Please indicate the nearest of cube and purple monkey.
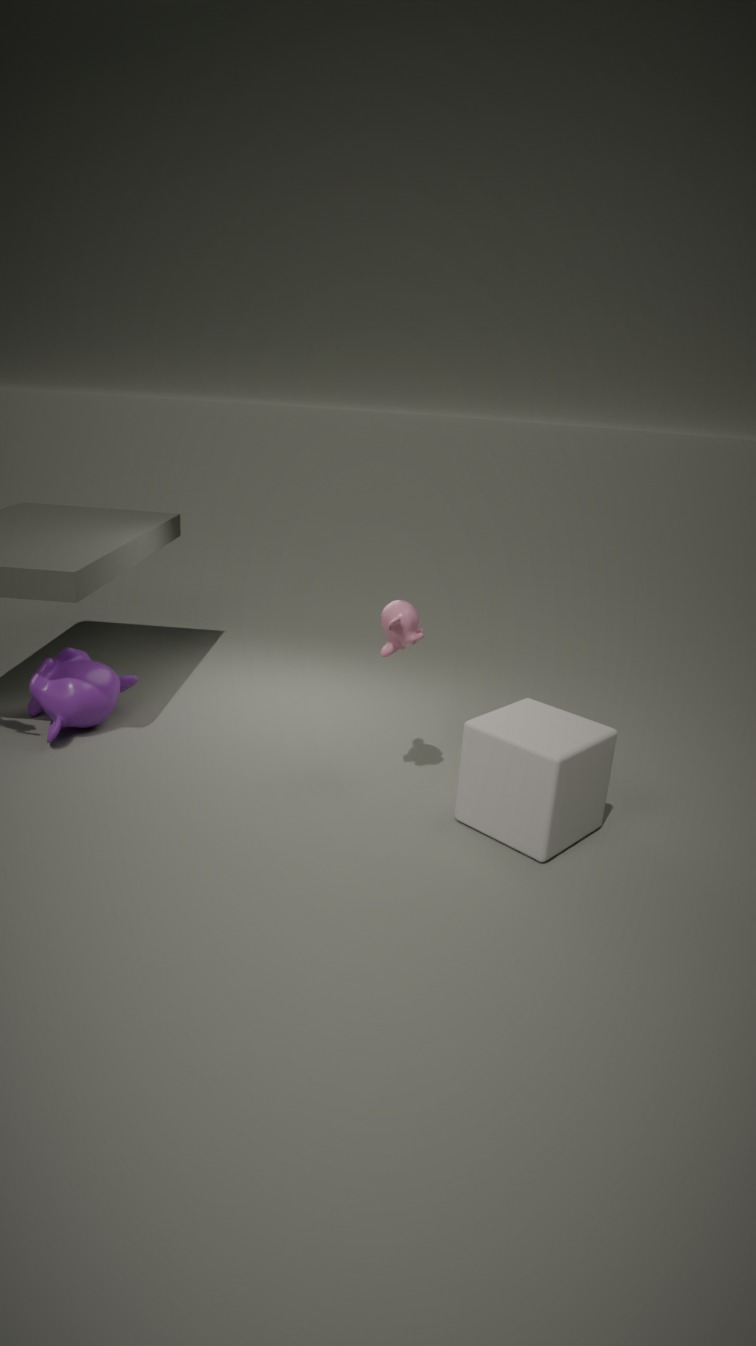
cube
